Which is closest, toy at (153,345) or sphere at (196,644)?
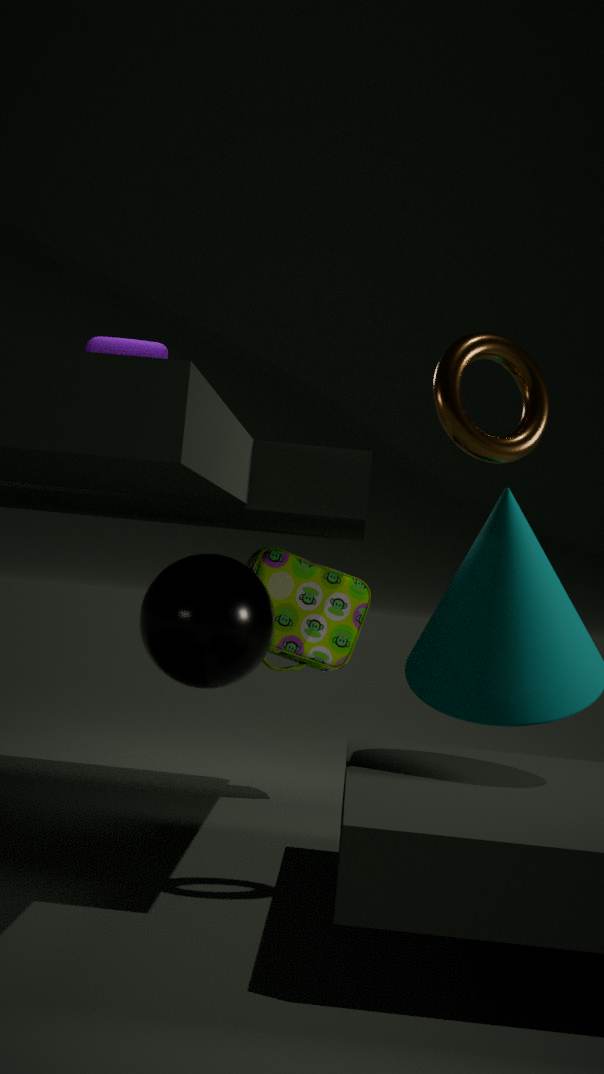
sphere at (196,644)
